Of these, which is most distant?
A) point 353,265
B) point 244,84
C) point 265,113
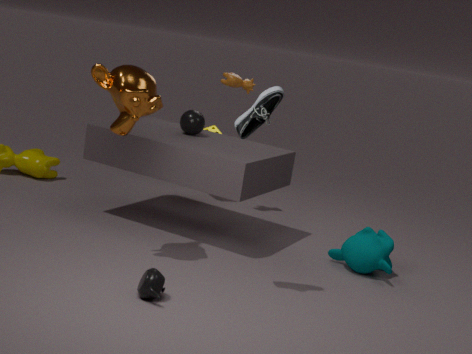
point 244,84
